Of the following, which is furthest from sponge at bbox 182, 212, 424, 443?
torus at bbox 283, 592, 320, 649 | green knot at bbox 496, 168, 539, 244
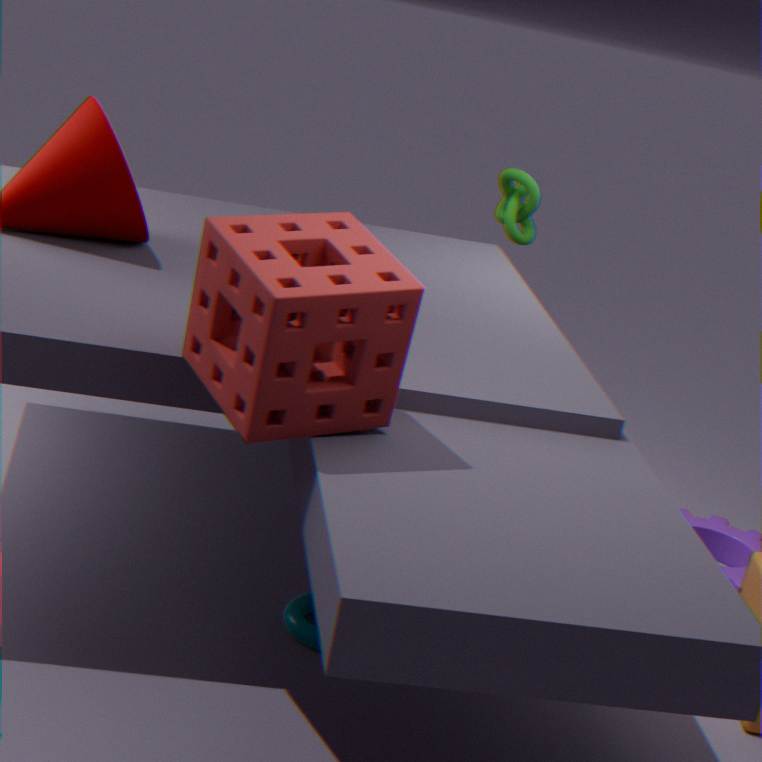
green knot at bbox 496, 168, 539, 244
